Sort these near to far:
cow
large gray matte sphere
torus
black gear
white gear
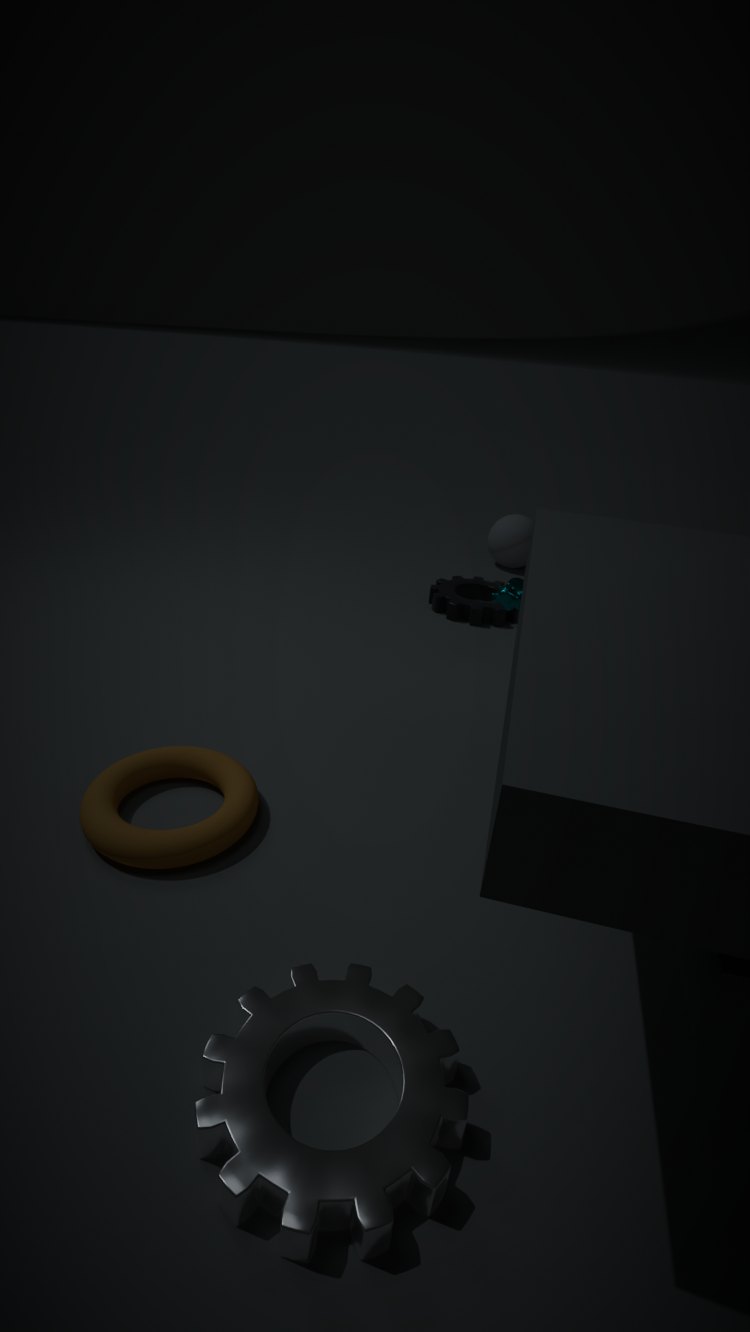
1. white gear
2. torus
3. cow
4. black gear
5. large gray matte sphere
